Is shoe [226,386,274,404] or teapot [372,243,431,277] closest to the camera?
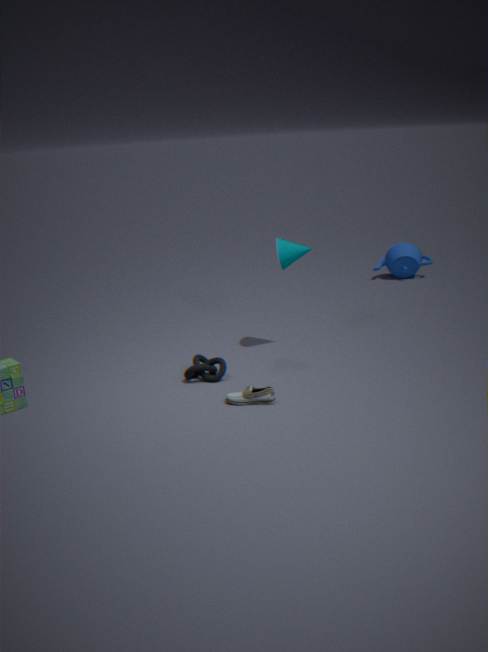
shoe [226,386,274,404]
